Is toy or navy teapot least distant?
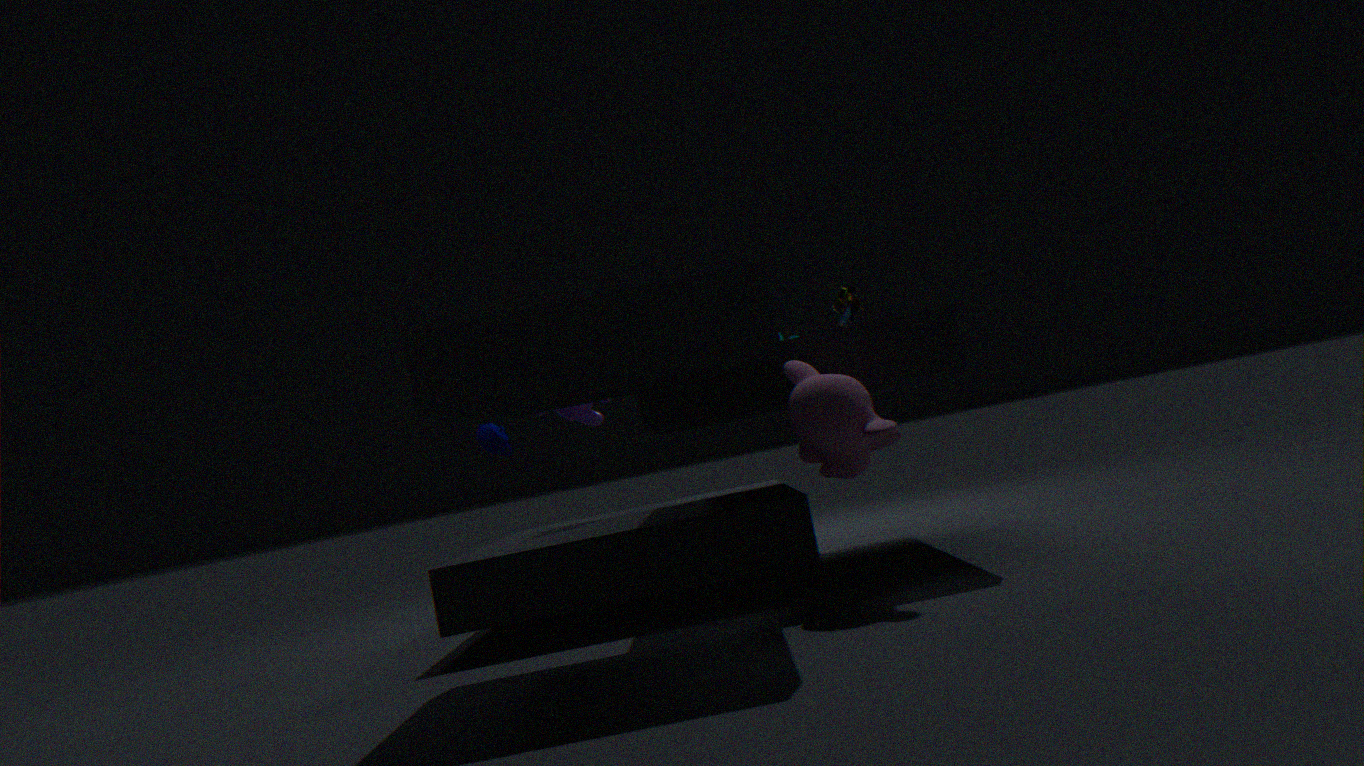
toy
